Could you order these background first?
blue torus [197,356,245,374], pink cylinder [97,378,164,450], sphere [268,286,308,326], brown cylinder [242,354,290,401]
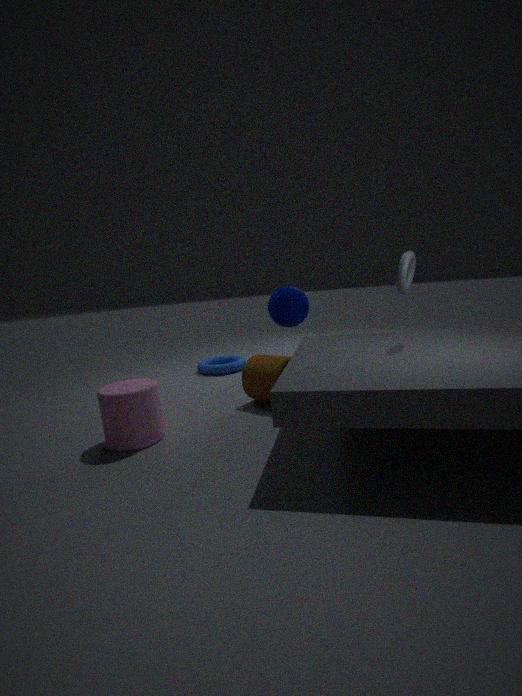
blue torus [197,356,245,374] → sphere [268,286,308,326] → brown cylinder [242,354,290,401] → pink cylinder [97,378,164,450]
